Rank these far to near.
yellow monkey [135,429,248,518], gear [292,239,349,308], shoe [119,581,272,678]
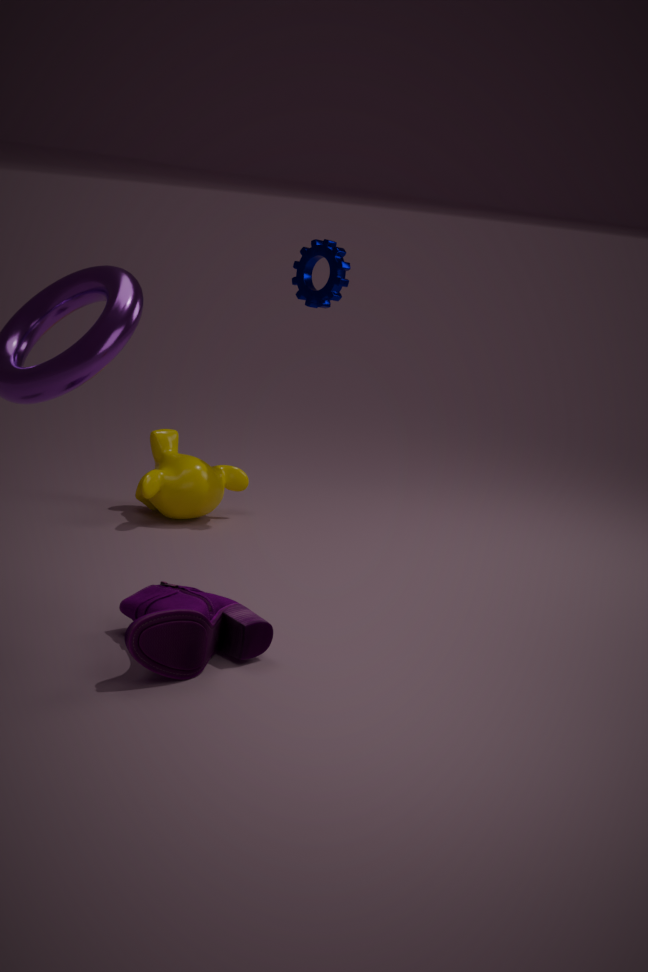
gear [292,239,349,308] → yellow monkey [135,429,248,518] → shoe [119,581,272,678]
